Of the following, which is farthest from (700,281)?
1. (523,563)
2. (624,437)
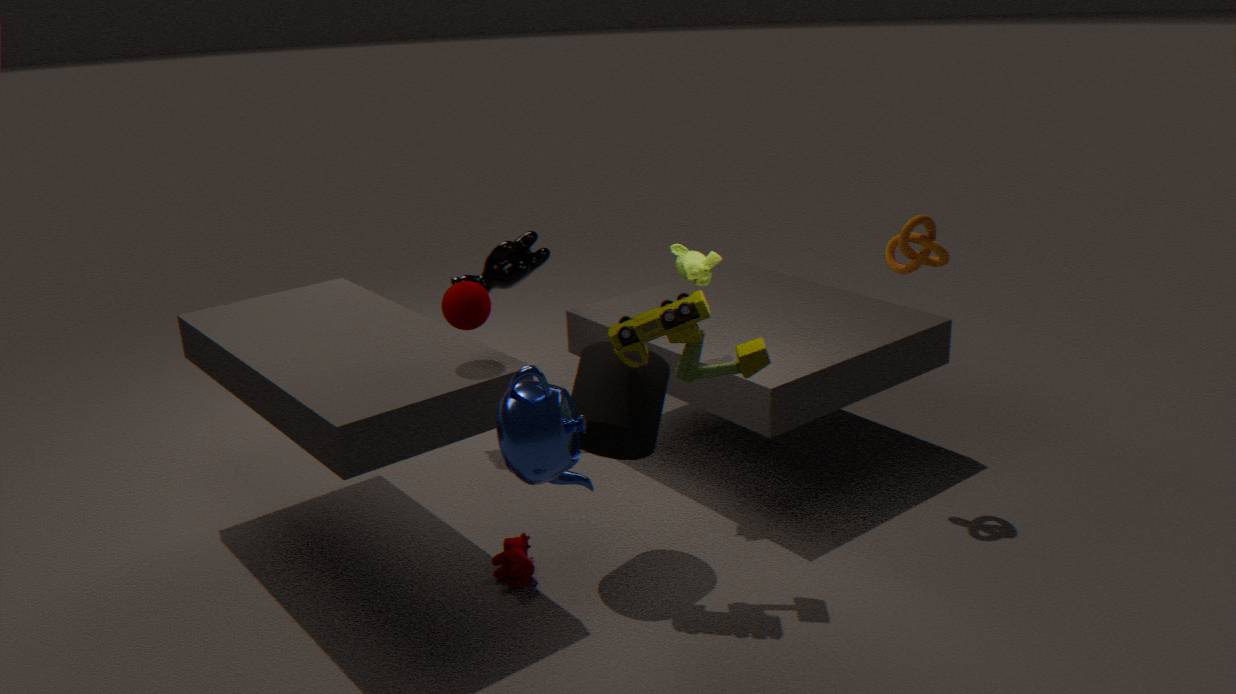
(523,563)
